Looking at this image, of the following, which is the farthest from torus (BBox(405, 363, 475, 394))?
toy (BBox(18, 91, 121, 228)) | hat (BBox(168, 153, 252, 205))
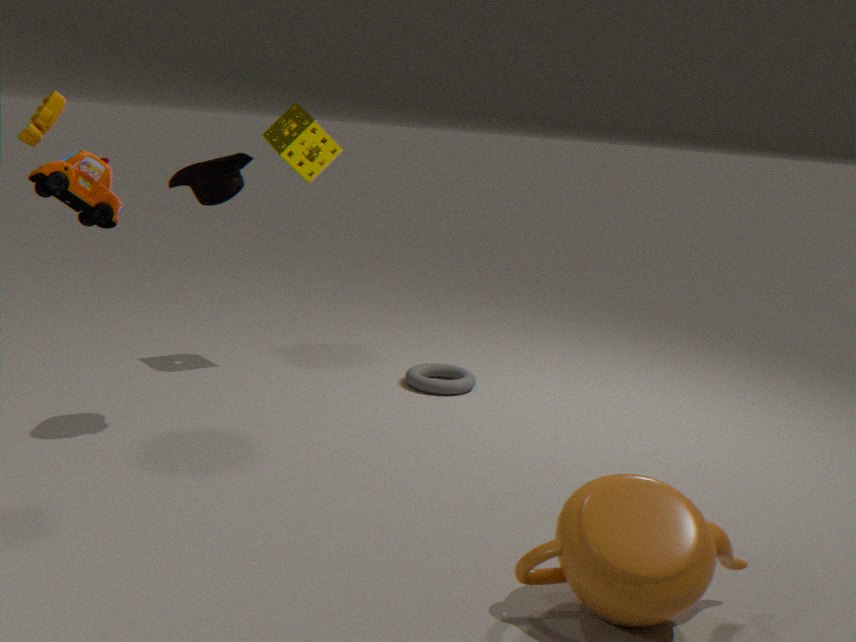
toy (BBox(18, 91, 121, 228))
